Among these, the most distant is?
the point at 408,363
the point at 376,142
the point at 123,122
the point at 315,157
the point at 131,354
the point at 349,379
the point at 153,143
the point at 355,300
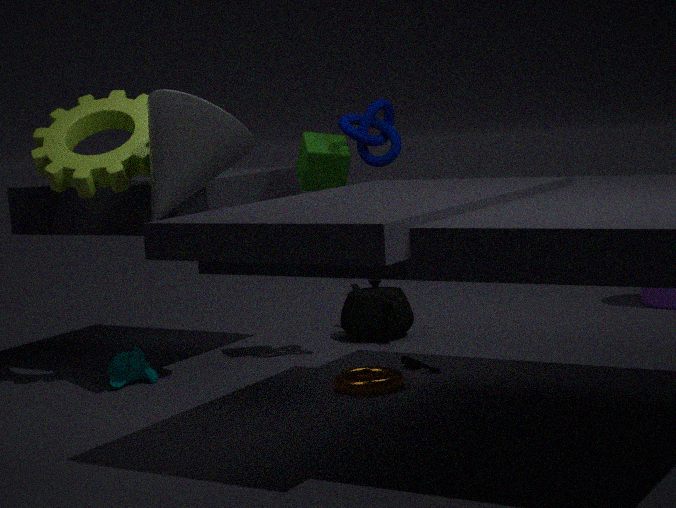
the point at 355,300
